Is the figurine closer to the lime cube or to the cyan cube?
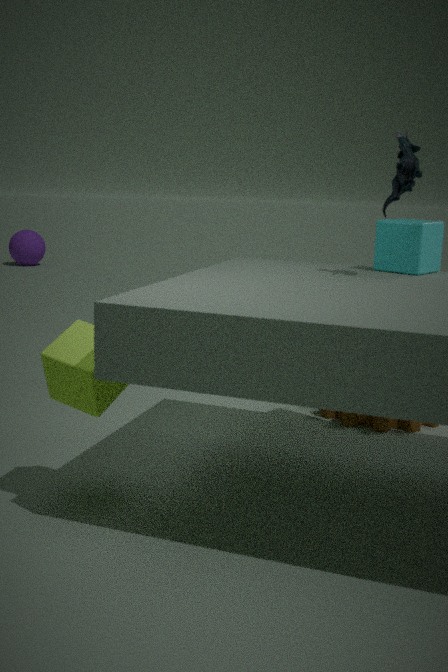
the cyan cube
